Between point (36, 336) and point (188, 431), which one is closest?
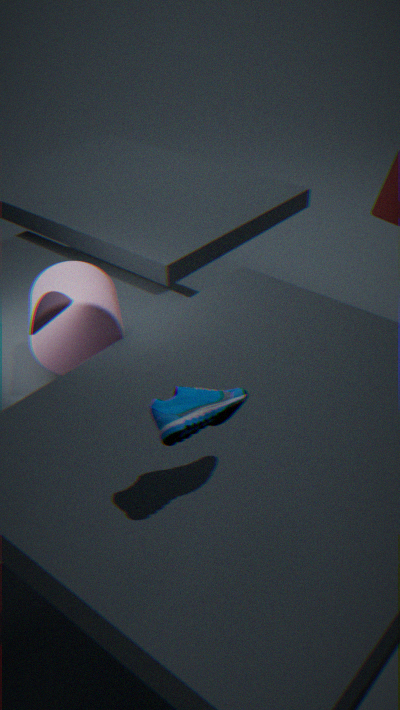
point (188, 431)
